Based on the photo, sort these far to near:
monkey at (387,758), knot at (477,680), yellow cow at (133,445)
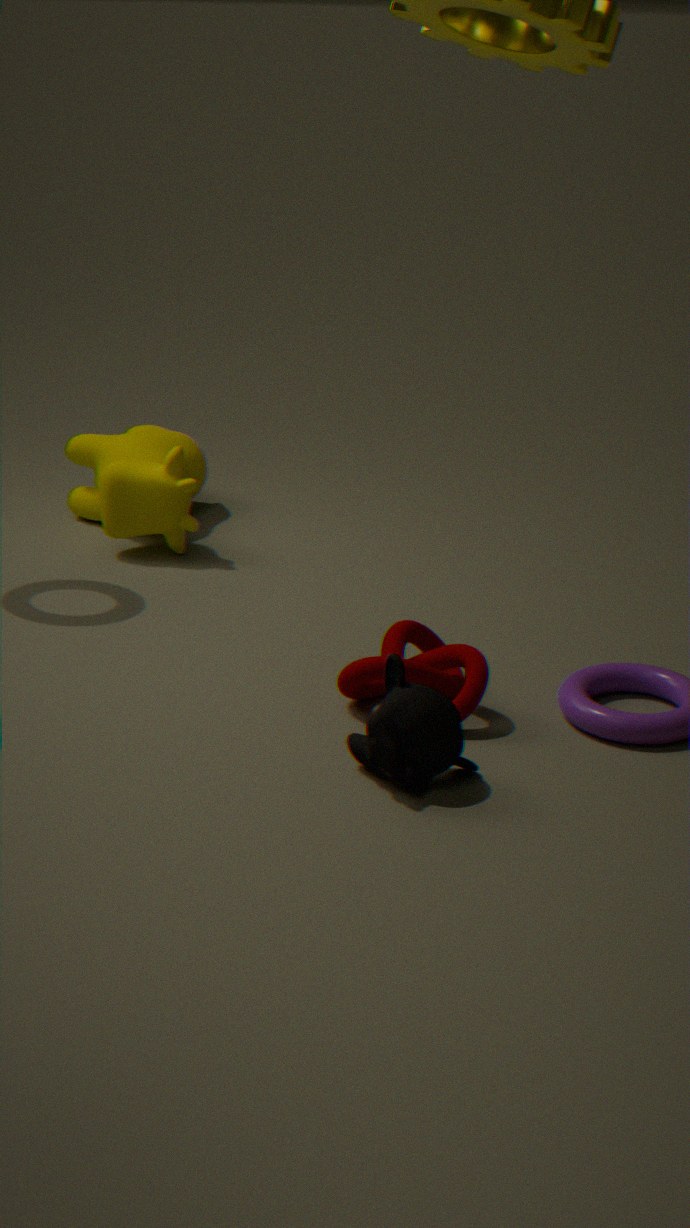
yellow cow at (133,445), knot at (477,680), monkey at (387,758)
